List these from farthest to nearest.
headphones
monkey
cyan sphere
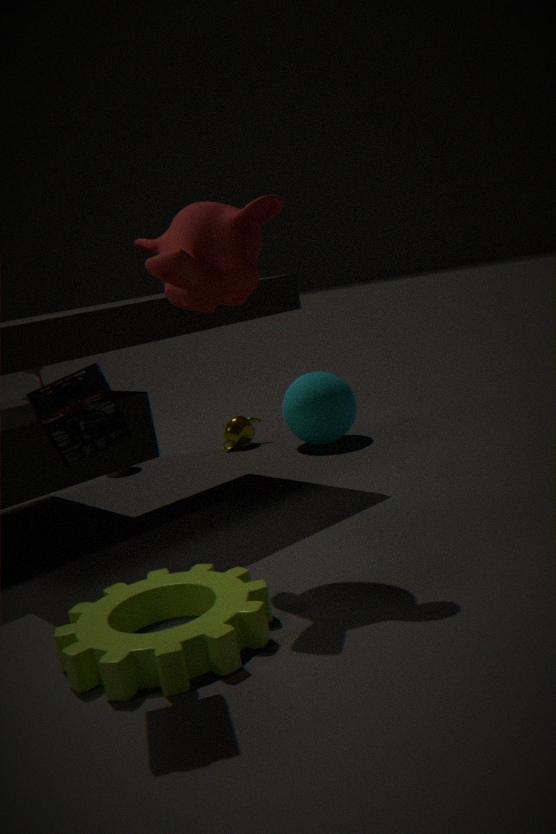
cyan sphere < monkey < headphones
